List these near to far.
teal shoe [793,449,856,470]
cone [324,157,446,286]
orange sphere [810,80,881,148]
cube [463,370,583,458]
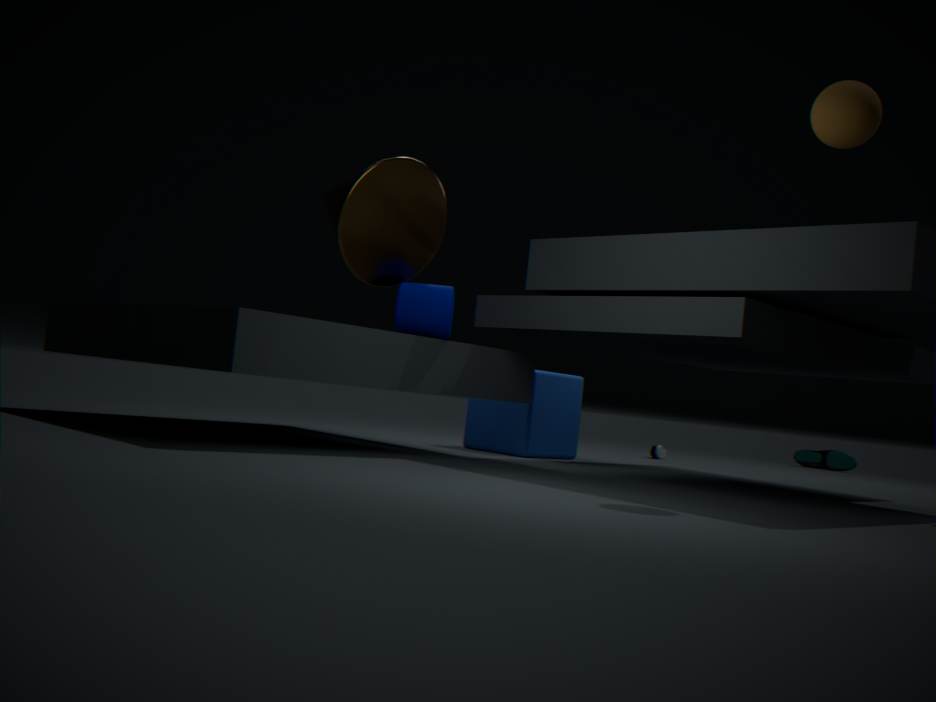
orange sphere [810,80,881,148] < cone [324,157,446,286] < cube [463,370,583,458] < teal shoe [793,449,856,470]
